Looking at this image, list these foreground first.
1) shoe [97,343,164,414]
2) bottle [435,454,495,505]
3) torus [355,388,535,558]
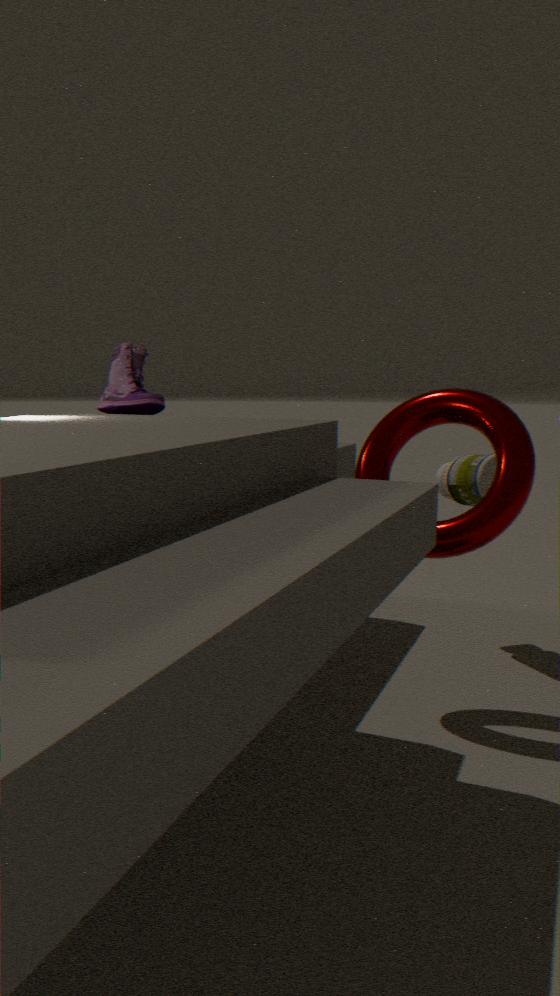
3. torus [355,388,535,558] → 2. bottle [435,454,495,505] → 1. shoe [97,343,164,414]
